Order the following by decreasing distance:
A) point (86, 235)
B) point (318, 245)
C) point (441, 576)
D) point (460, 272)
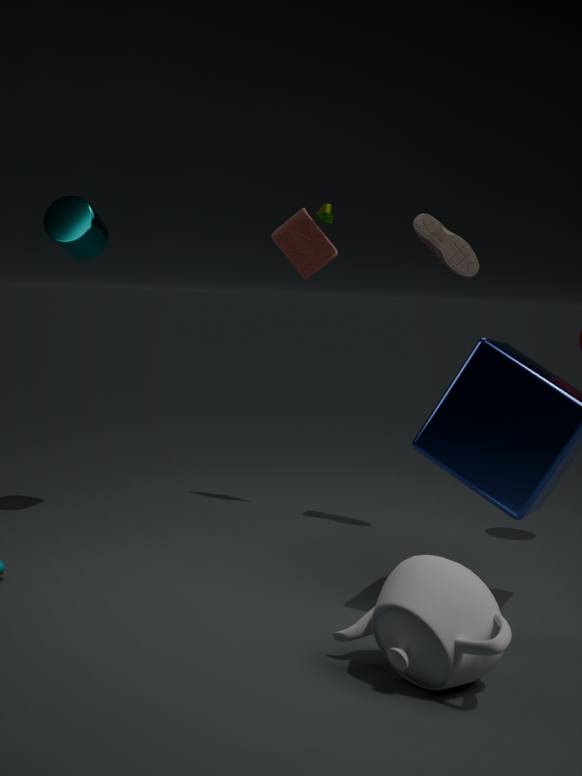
point (318, 245) < point (86, 235) < point (460, 272) < point (441, 576)
